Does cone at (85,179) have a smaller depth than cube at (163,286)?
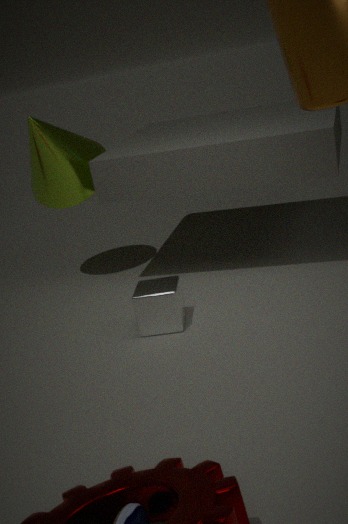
No
